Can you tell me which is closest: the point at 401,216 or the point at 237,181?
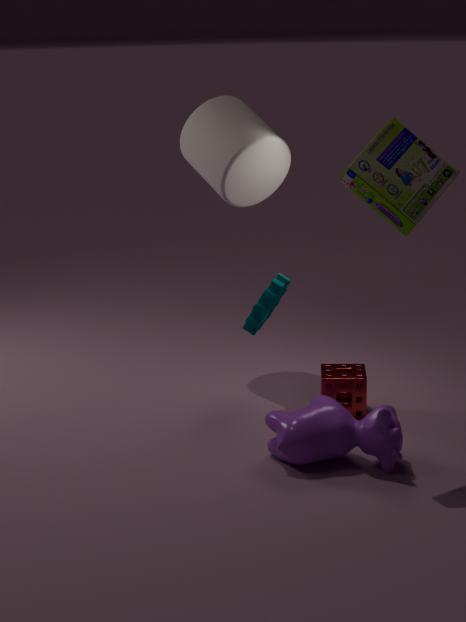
the point at 401,216
